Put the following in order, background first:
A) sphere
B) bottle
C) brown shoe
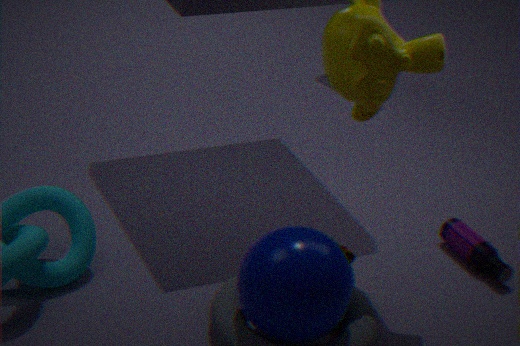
bottle
brown shoe
sphere
